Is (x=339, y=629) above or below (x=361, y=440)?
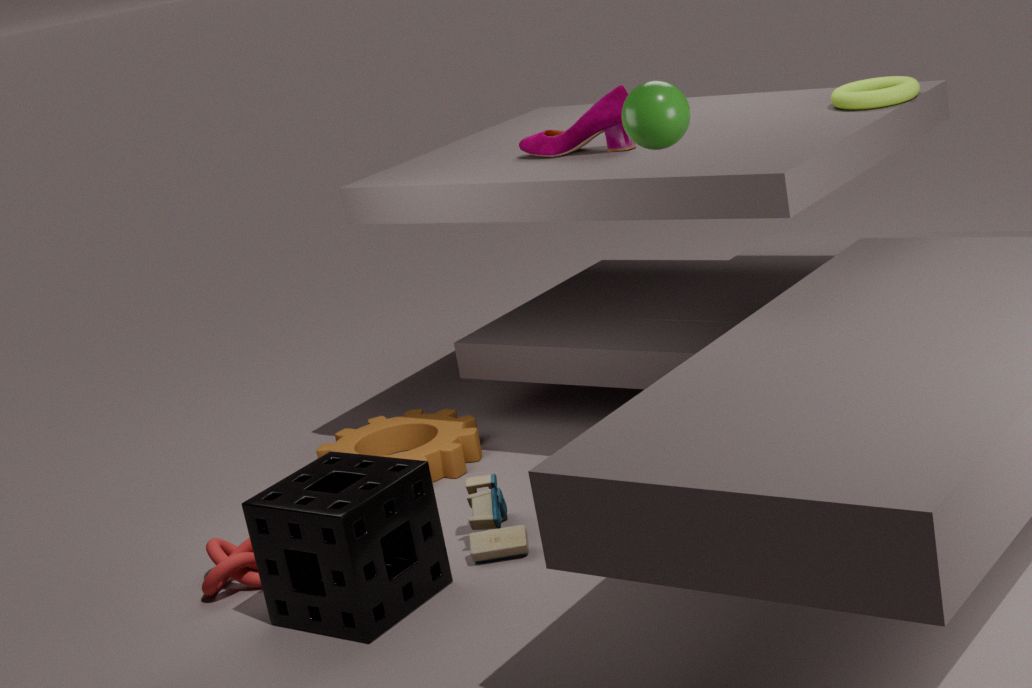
above
